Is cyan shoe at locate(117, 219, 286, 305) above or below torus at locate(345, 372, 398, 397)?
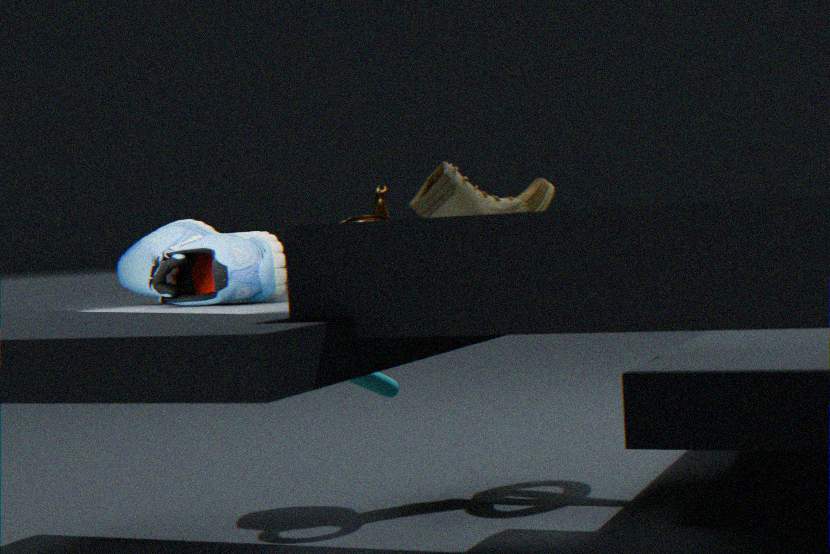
above
